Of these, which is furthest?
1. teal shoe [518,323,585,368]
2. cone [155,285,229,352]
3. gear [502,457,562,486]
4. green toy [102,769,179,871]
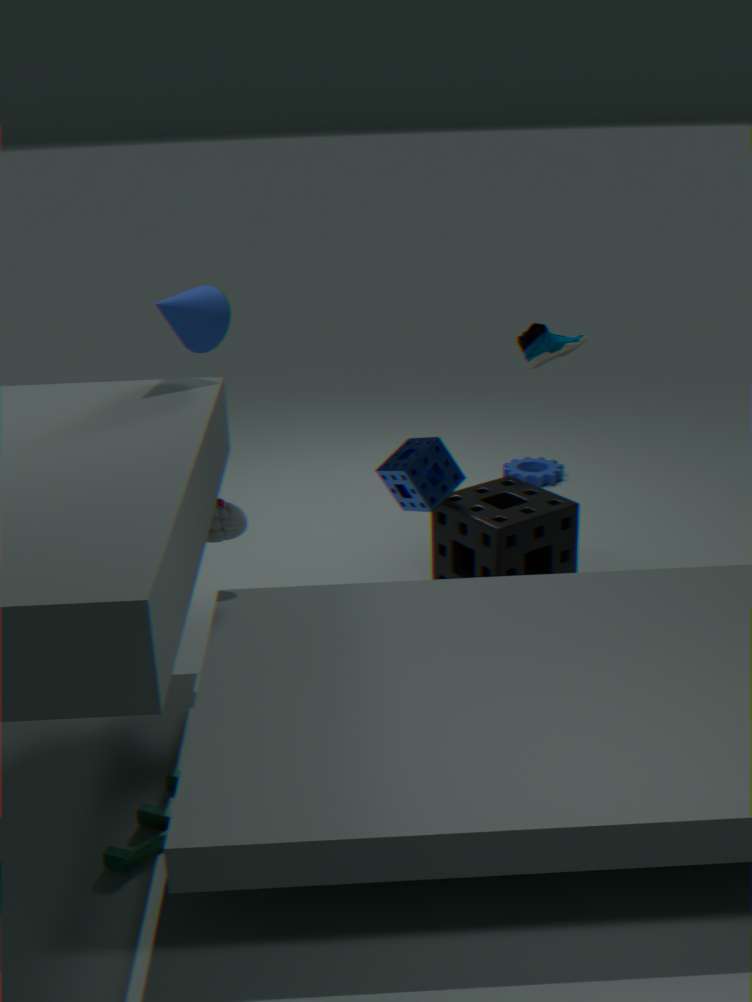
gear [502,457,562,486]
